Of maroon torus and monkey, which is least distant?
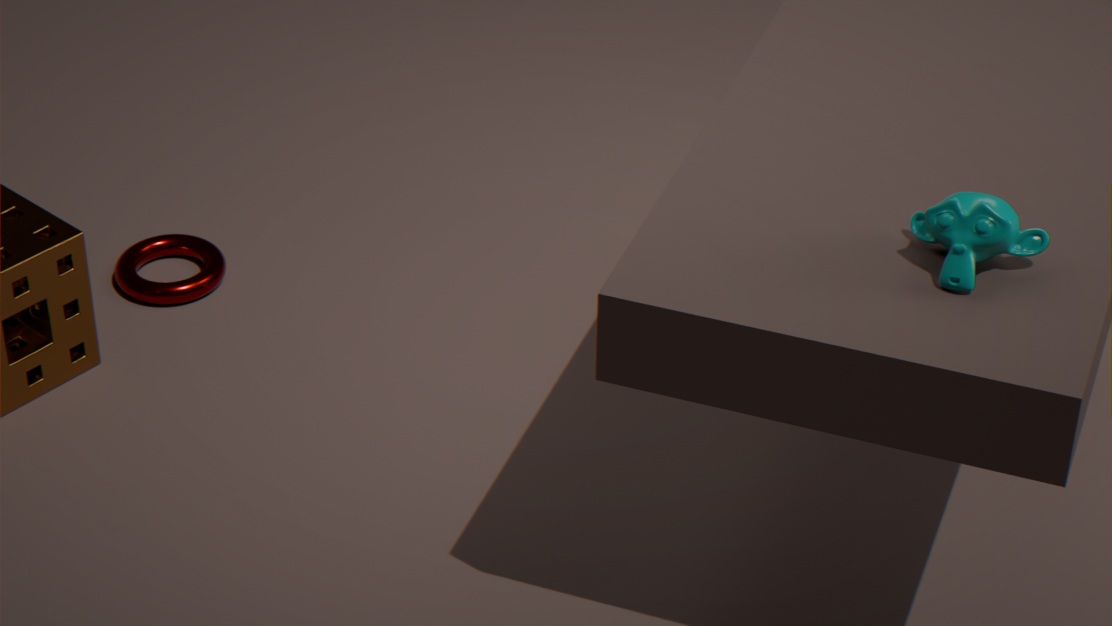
monkey
